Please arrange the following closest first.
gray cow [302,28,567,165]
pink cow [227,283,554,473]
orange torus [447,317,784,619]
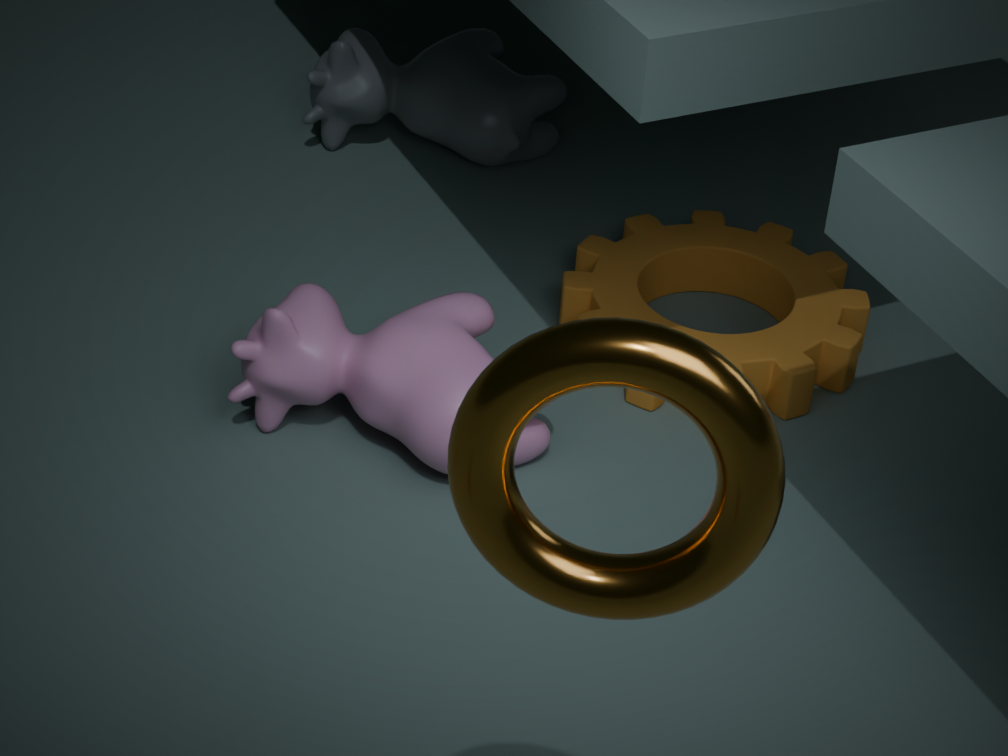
orange torus [447,317,784,619], pink cow [227,283,554,473], gray cow [302,28,567,165]
